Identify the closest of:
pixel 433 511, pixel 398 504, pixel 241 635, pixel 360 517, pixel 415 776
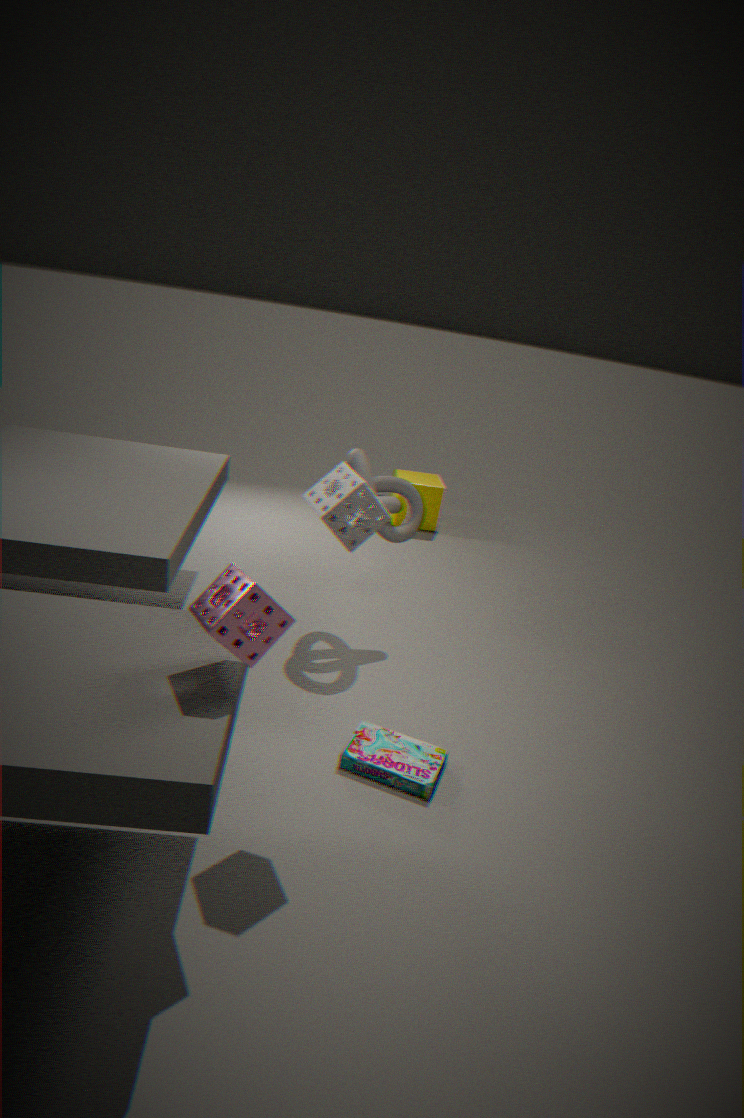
pixel 241 635
